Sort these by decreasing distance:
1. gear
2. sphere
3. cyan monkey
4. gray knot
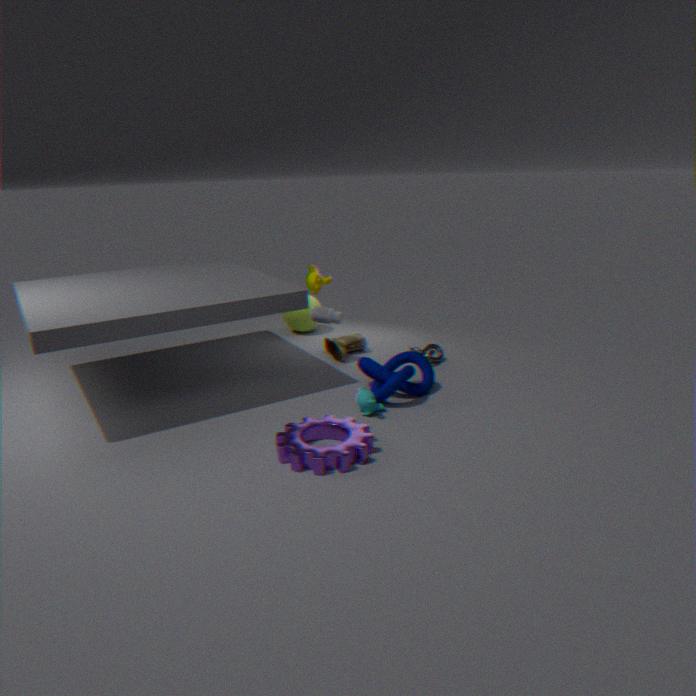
sphere < gray knot < cyan monkey < gear
